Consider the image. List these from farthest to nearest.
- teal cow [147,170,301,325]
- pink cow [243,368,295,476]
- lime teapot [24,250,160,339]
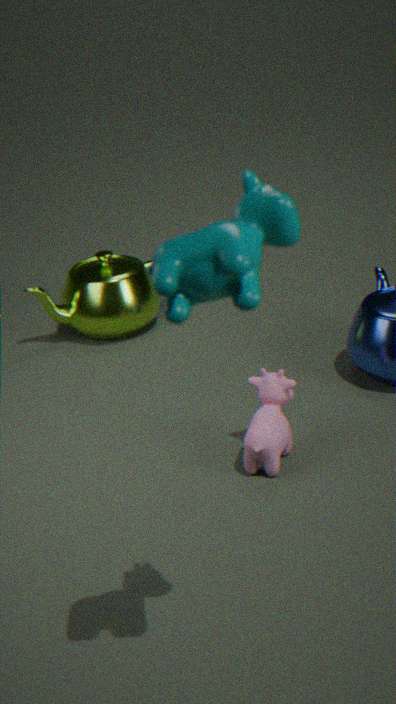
lime teapot [24,250,160,339]
pink cow [243,368,295,476]
teal cow [147,170,301,325]
